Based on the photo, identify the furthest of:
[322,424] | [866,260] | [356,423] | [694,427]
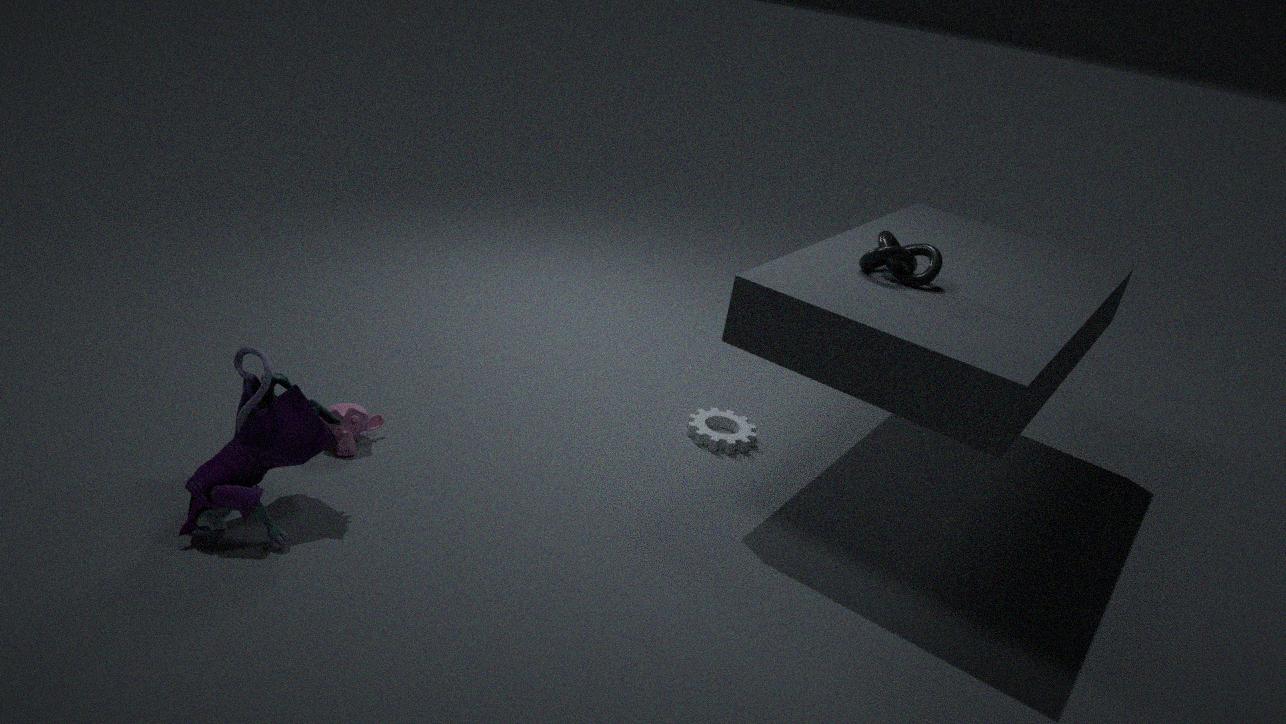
[694,427]
